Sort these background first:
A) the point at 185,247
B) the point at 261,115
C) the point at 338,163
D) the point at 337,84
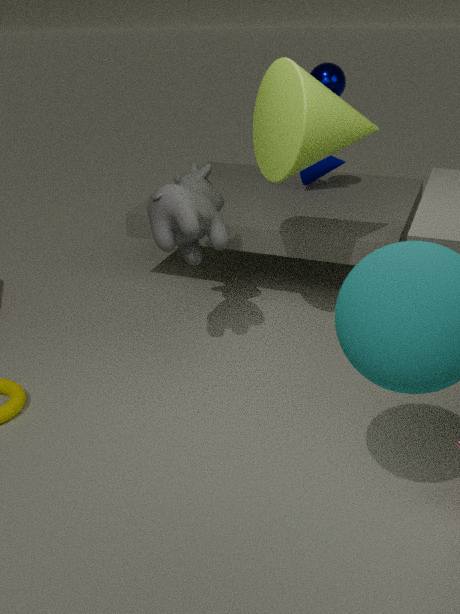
1. the point at 338,163
2. the point at 337,84
3. the point at 185,247
4. the point at 261,115
